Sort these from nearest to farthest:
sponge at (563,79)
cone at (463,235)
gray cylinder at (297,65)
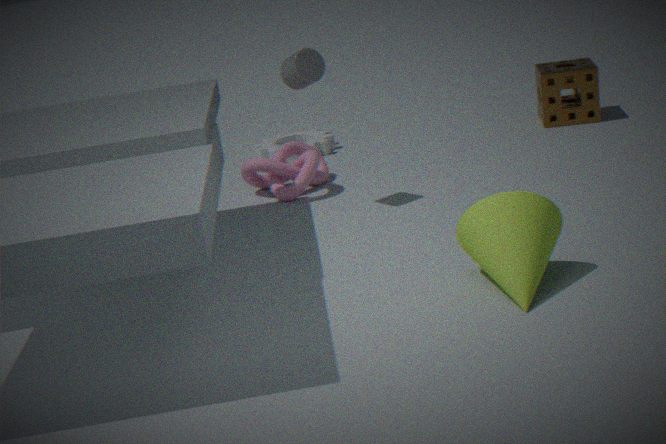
1. cone at (463,235)
2. gray cylinder at (297,65)
3. sponge at (563,79)
